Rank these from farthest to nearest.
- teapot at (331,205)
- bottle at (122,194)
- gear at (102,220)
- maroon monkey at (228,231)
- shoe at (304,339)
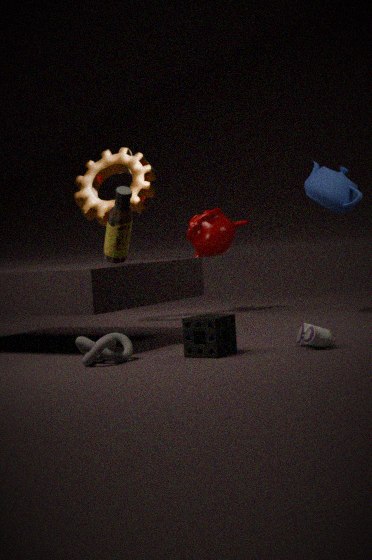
1. maroon monkey at (228,231)
2. gear at (102,220)
3. teapot at (331,205)
4. bottle at (122,194)
5. shoe at (304,339)
